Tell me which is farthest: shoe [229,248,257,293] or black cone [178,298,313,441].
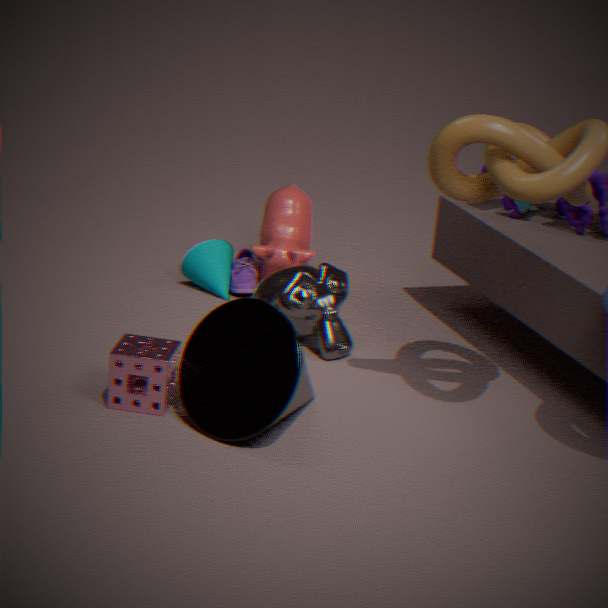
shoe [229,248,257,293]
